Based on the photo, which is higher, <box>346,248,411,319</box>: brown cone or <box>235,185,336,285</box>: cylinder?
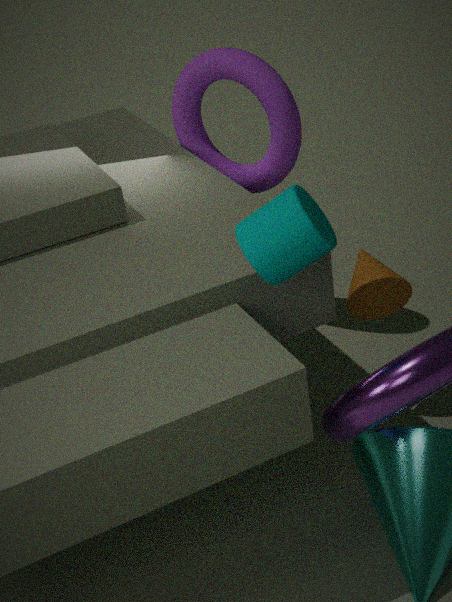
<box>235,185,336,285</box>: cylinder
